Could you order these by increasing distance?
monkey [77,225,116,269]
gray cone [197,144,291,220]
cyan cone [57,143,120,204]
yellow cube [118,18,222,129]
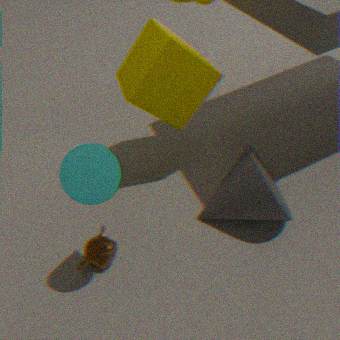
cyan cone [57,143,120,204] → gray cone [197,144,291,220] → yellow cube [118,18,222,129] → monkey [77,225,116,269]
